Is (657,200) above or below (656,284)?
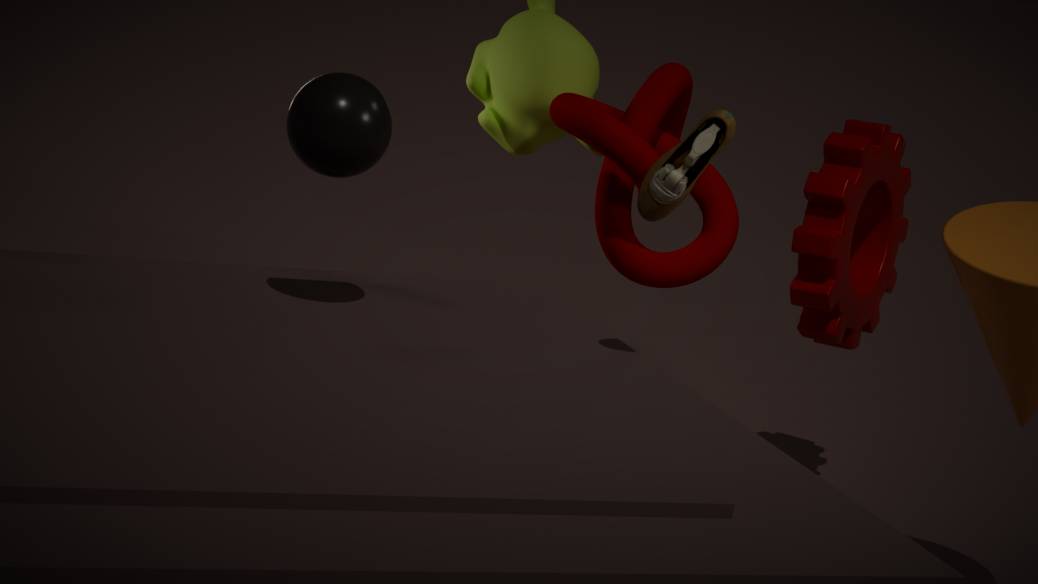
above
